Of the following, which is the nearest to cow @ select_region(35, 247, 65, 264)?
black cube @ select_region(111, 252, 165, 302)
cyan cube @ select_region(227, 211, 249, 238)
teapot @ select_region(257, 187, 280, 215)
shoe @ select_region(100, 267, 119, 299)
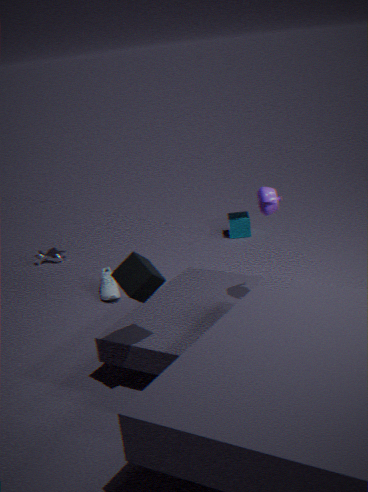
shoe @ select_region(100, 267, 119, 299)
